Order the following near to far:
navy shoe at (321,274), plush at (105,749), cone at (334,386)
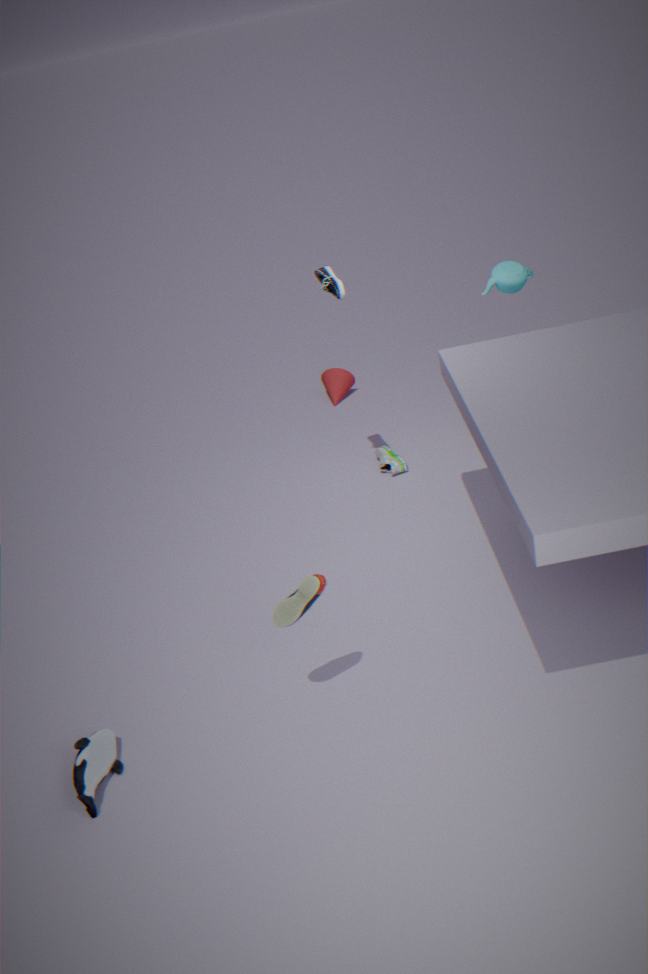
plush at (105,749) < navy shoe at (321,274) < cone at (334,386)
